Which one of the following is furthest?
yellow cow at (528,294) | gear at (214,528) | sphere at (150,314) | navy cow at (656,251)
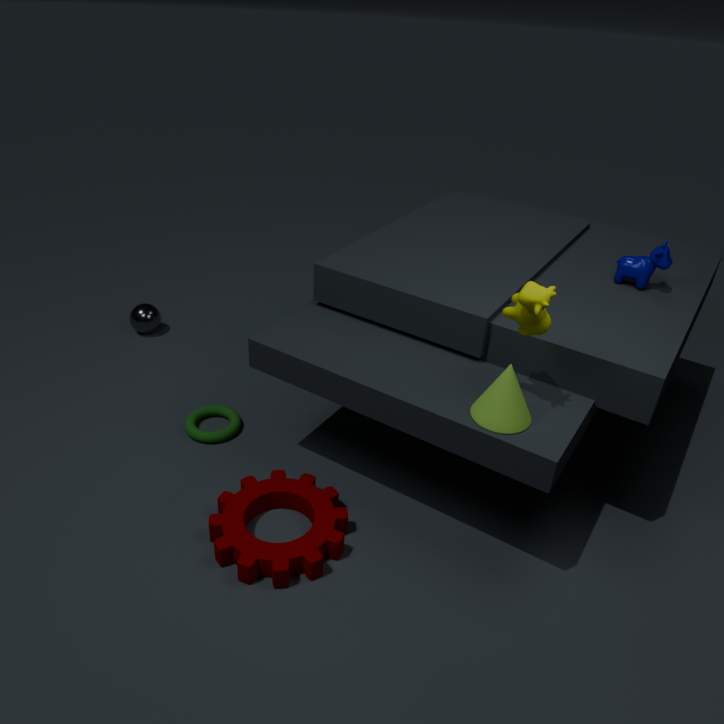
sphere at (150,314)
